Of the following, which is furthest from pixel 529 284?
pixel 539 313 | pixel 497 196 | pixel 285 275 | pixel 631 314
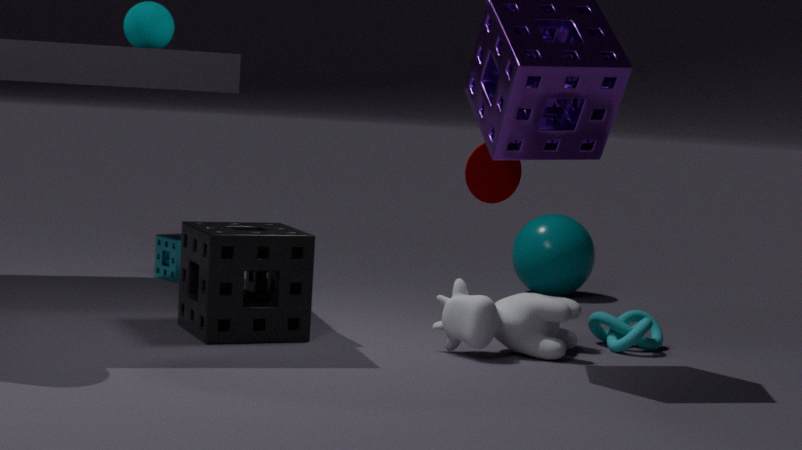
pixel 285 275
